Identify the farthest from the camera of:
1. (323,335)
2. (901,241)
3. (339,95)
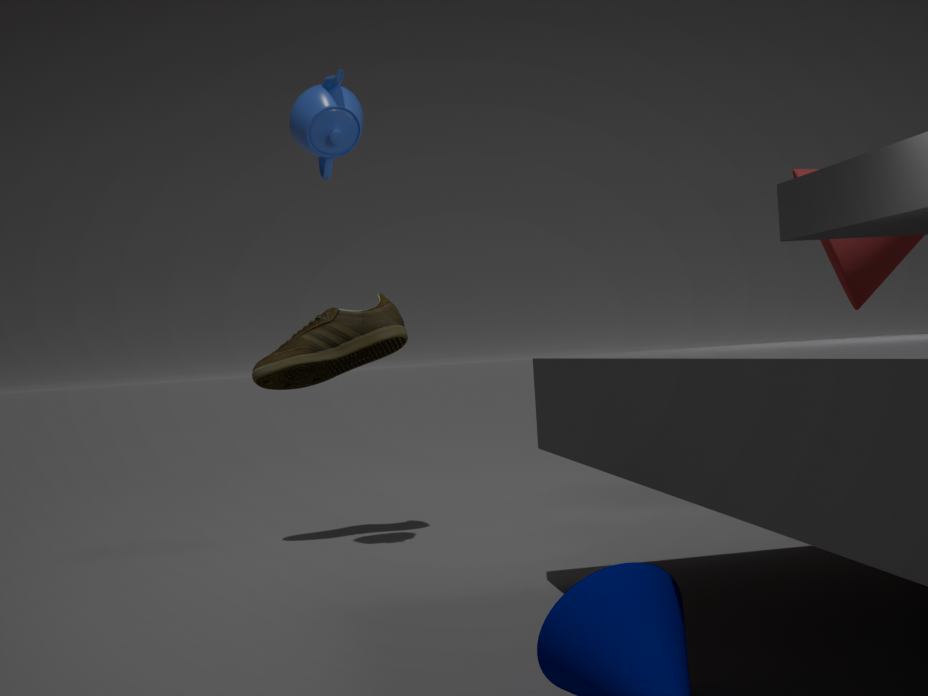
(901,241)
